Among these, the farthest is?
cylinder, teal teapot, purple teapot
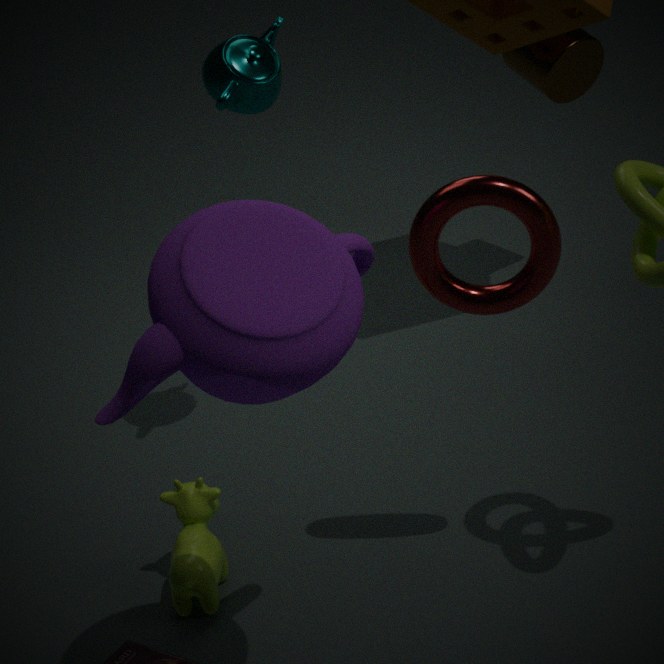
cylinder
